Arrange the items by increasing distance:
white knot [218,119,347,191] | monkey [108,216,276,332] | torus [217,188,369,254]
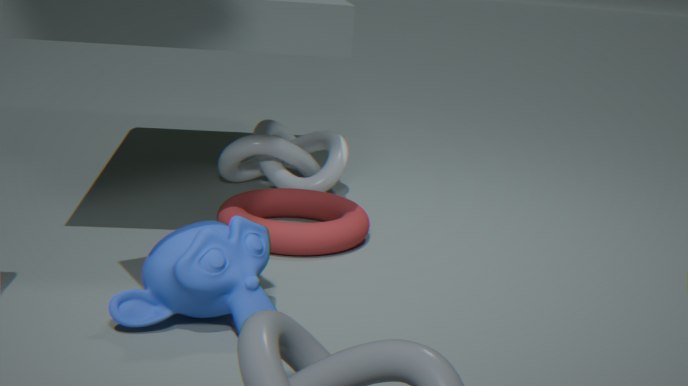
monkey [108,216,276,332], torus [217,188,369,254], white knot [218,119,347,191]
